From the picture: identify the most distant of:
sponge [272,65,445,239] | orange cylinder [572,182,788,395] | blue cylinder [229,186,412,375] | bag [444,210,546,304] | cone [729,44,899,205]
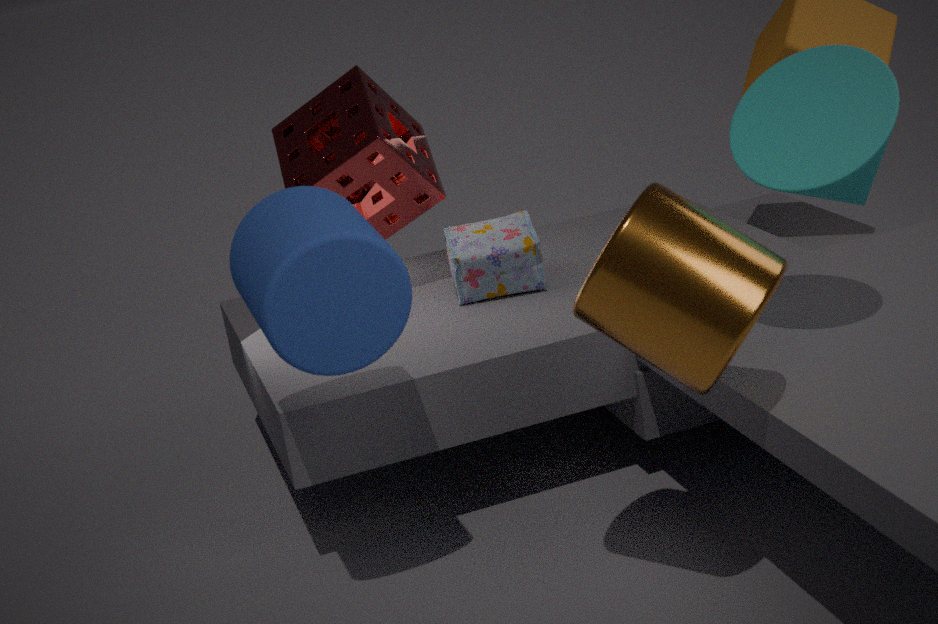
bag [444,210,546,304]
